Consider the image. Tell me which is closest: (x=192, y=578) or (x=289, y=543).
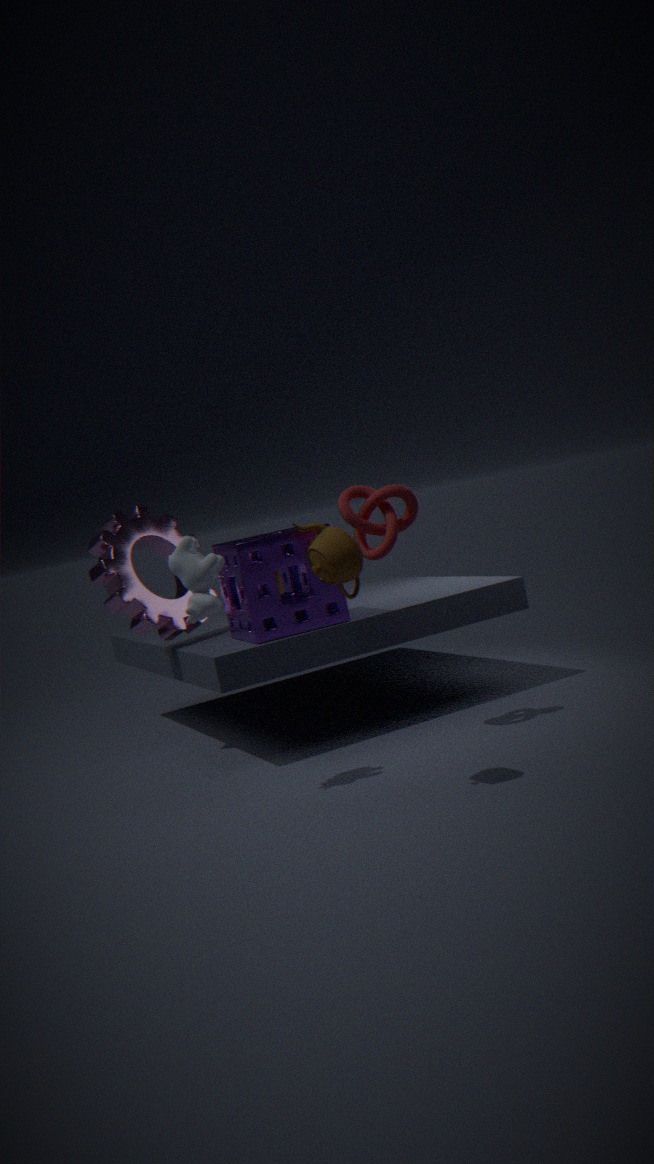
(x=192, y=578)
